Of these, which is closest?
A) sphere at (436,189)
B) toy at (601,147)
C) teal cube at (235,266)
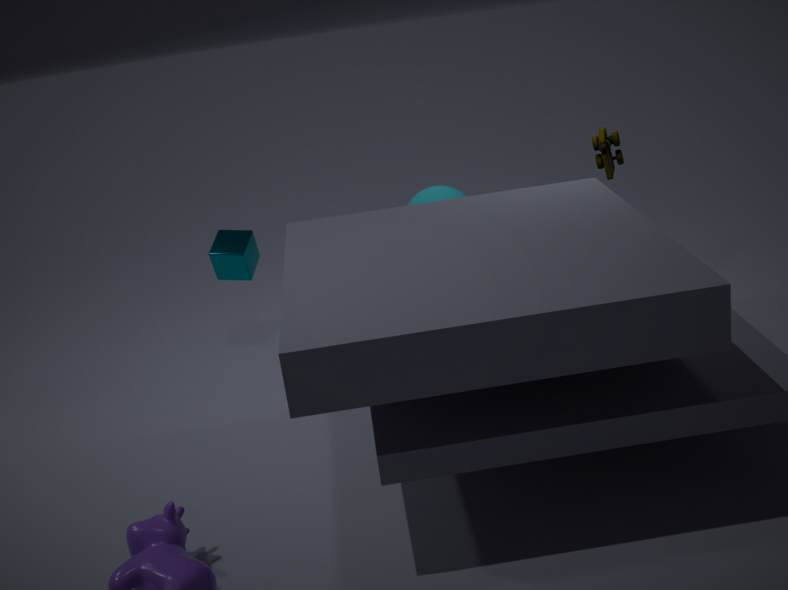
toy at (601,147)
